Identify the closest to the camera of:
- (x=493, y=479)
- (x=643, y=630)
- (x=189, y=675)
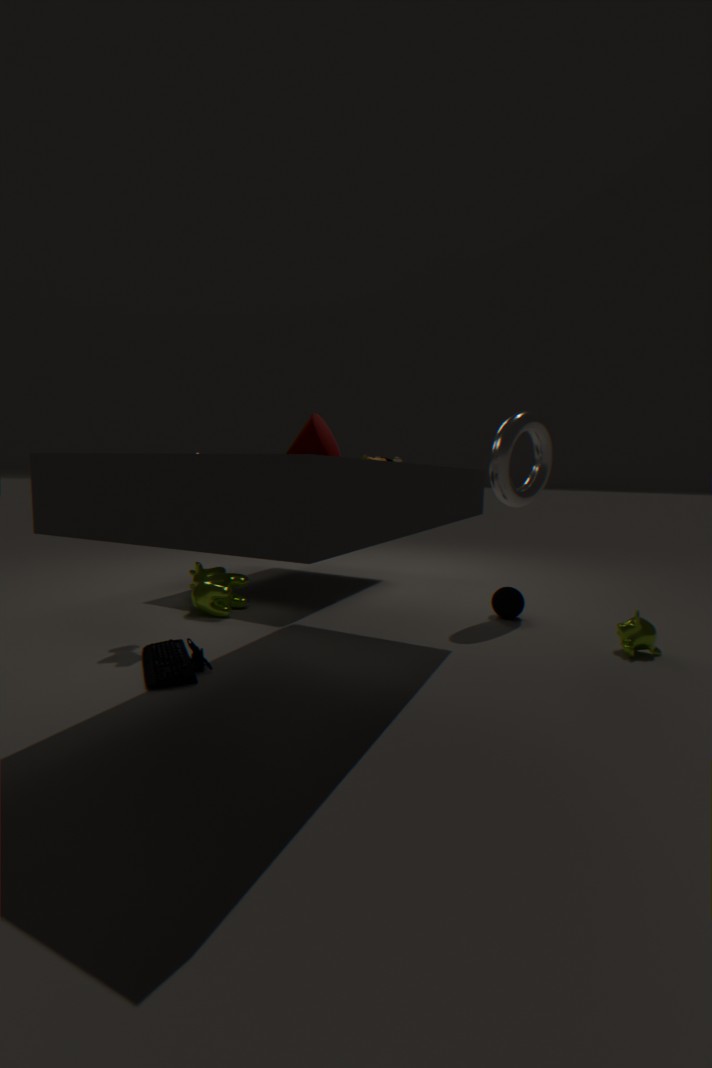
(x=189, y=675)
